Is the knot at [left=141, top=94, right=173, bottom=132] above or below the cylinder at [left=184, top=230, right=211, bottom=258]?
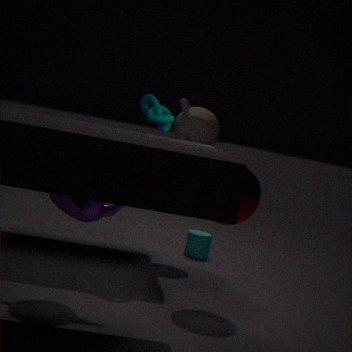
above
